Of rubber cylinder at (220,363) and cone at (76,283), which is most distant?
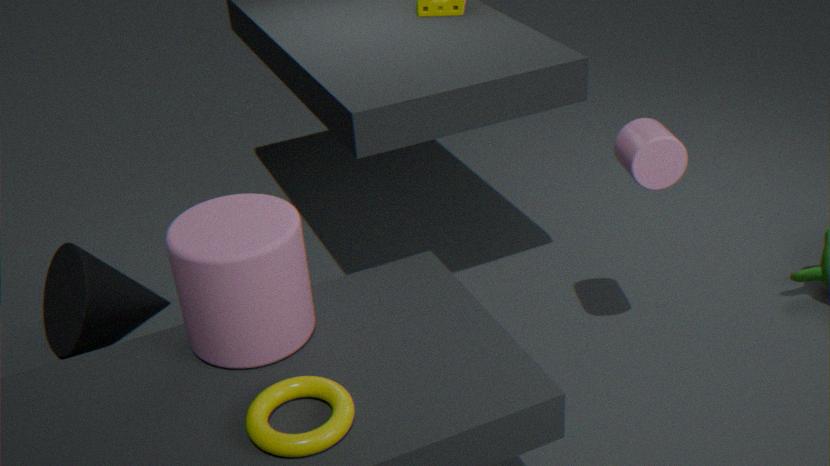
cone at (76,283)
